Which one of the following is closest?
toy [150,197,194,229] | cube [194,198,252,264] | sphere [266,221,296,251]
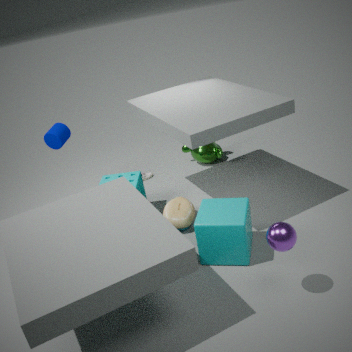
sphere [266,221,296,251]
